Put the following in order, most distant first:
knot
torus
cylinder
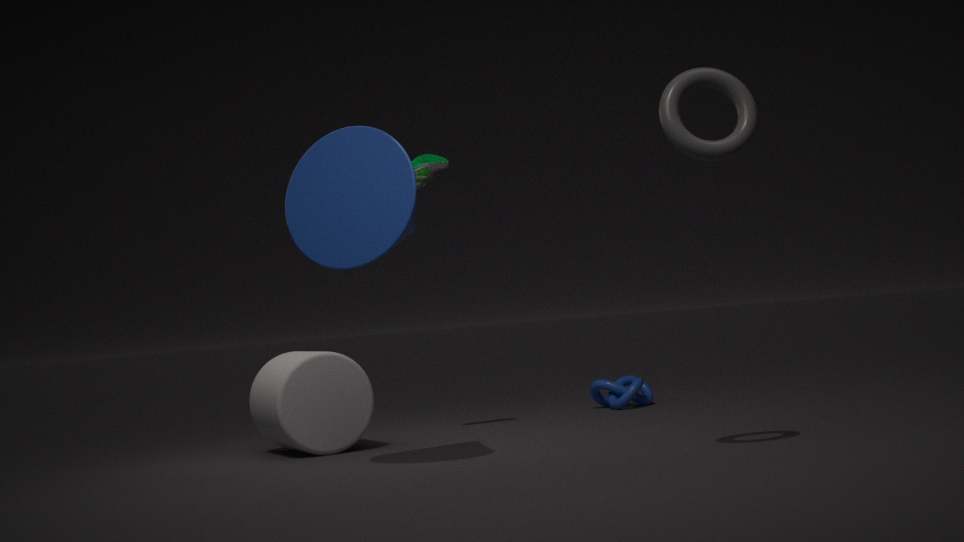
knot < cylinder < torus
